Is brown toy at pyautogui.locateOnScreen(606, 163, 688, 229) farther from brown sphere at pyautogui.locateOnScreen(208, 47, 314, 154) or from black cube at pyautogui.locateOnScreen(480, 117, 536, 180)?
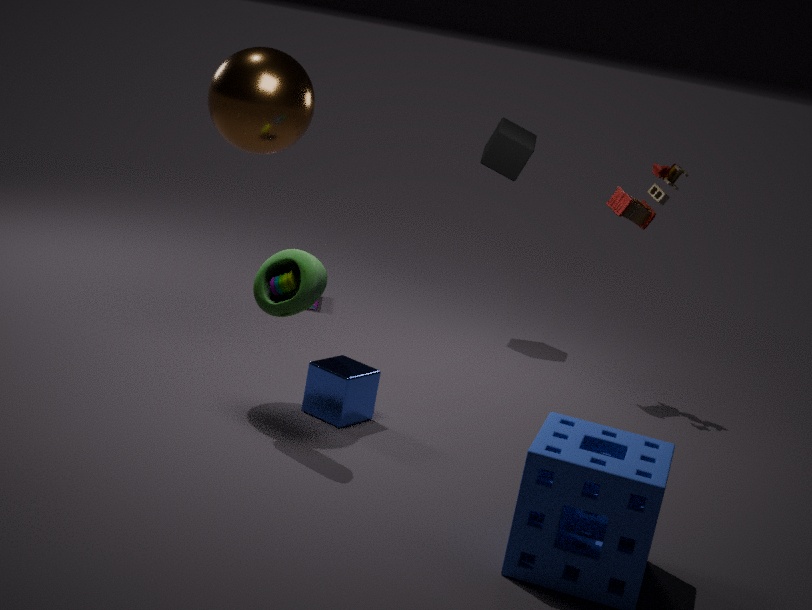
brown sphere at pyautogui.locateOnScreen(208, 47, 314, 154)
